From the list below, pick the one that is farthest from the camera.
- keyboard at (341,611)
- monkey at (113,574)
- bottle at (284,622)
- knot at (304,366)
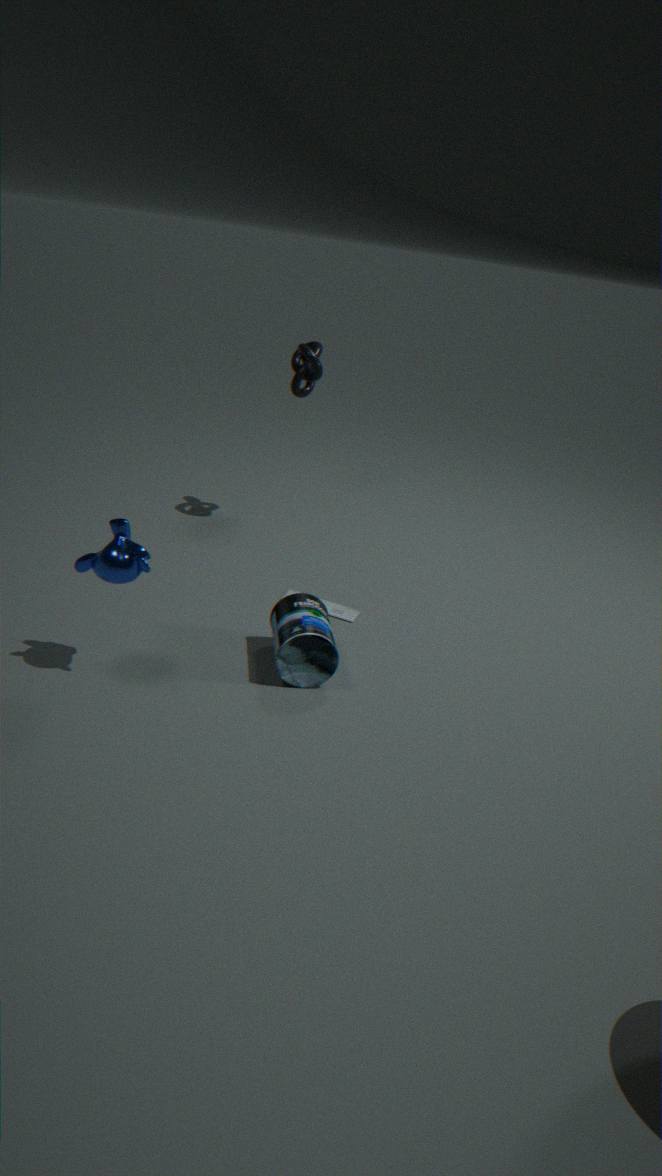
knot at (304,366)
